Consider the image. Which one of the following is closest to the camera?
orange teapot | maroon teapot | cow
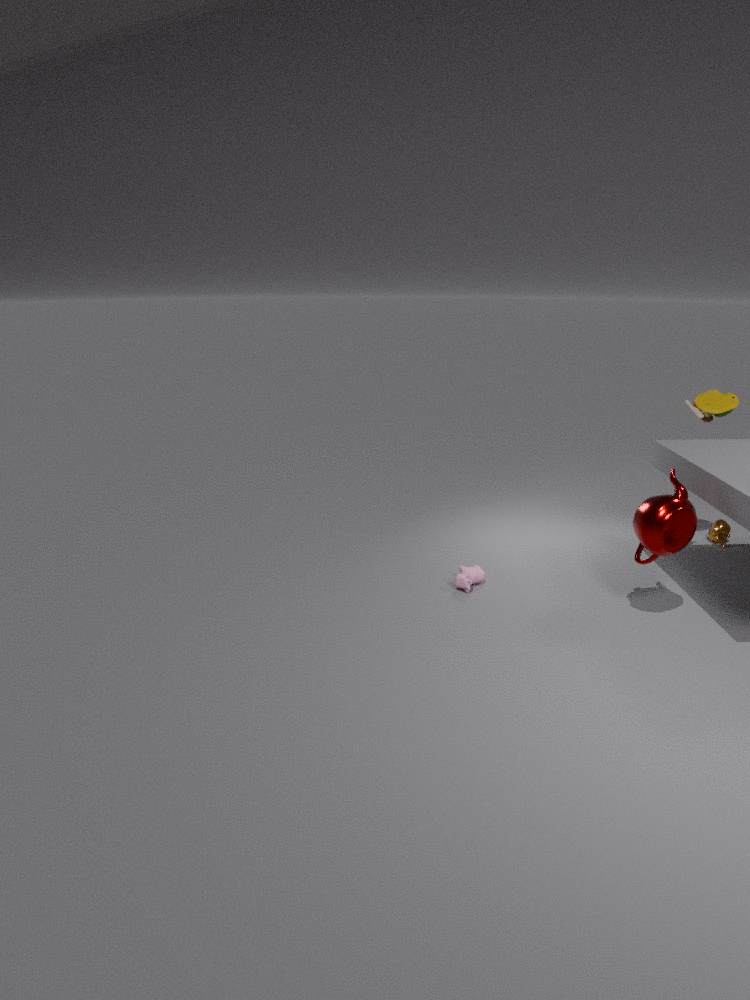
maroon teapot
